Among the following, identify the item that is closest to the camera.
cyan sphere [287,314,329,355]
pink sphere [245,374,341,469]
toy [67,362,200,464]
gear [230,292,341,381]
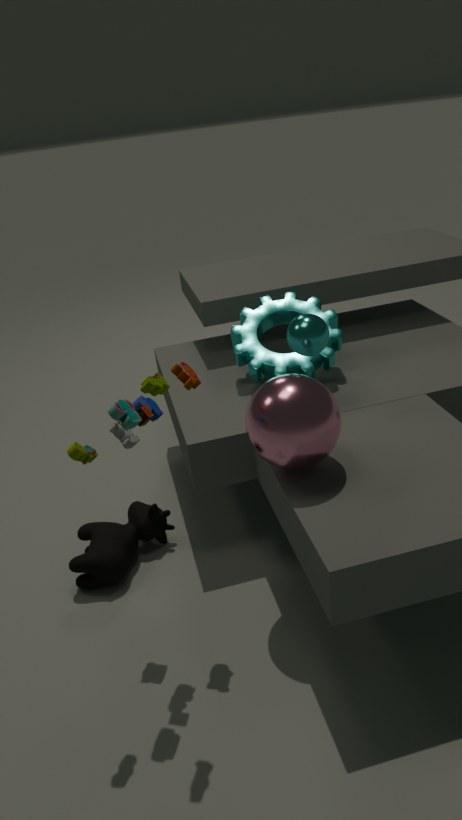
toy [67,362,200,464]
